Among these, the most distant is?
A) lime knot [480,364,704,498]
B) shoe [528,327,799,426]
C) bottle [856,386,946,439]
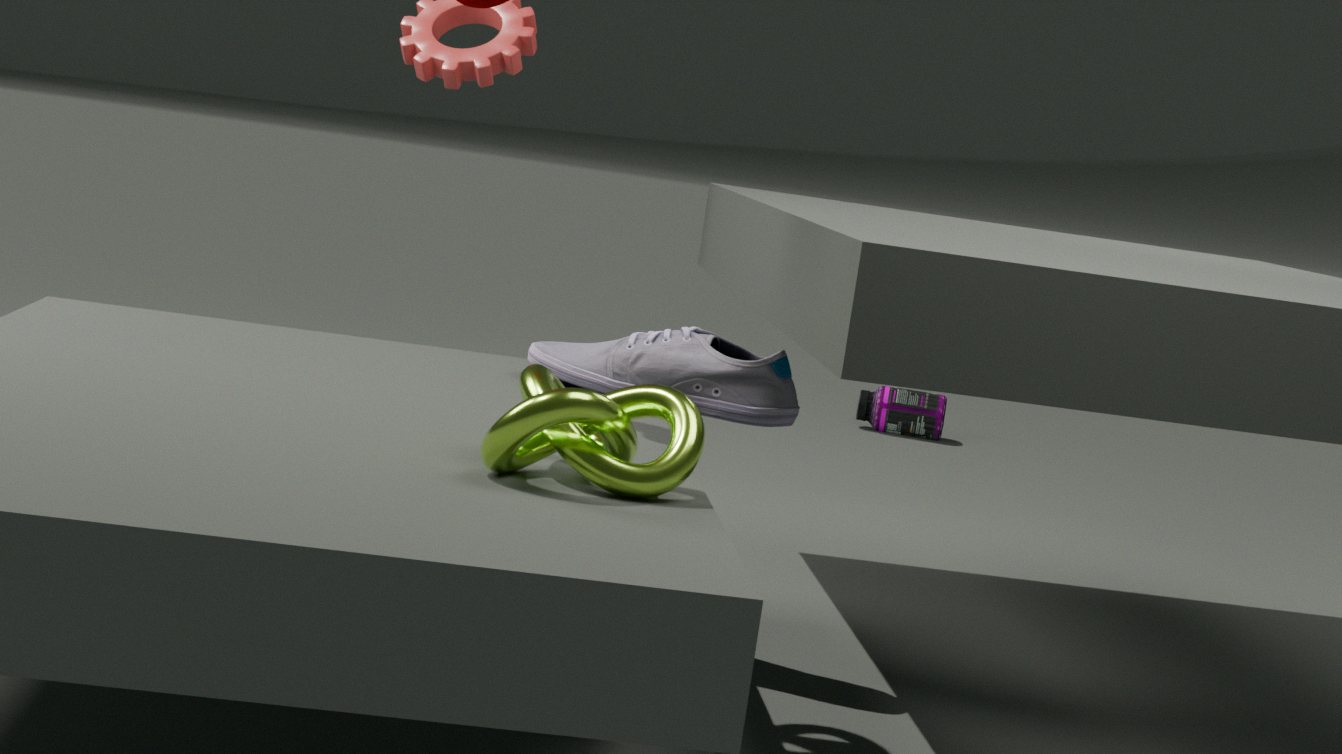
bottle [856,386,946,439]
